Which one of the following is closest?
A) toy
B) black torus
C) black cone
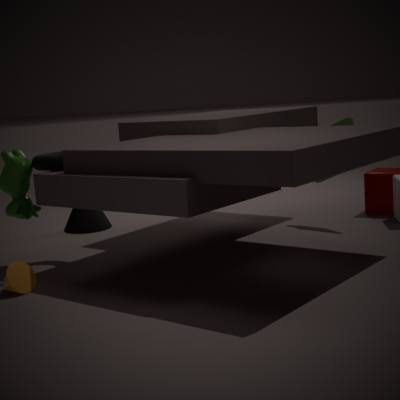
black torus
